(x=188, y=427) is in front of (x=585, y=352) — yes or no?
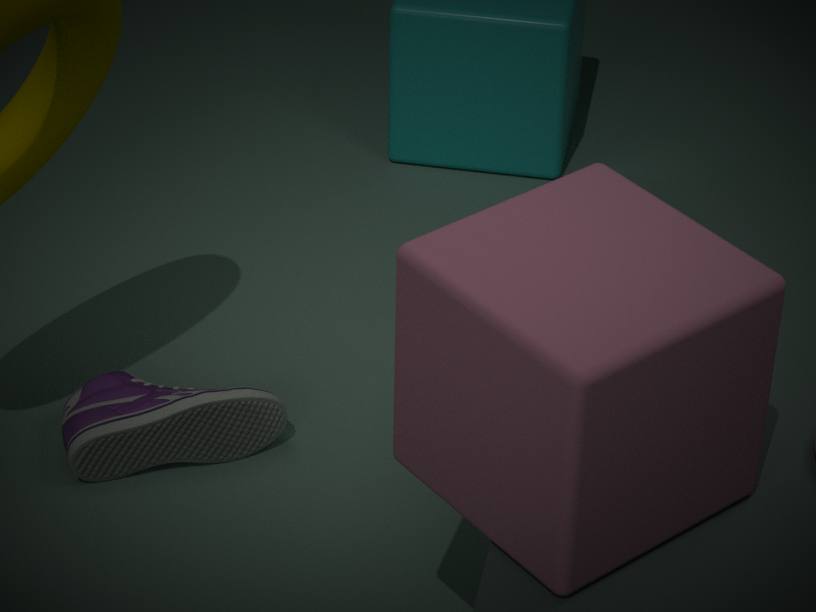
No
